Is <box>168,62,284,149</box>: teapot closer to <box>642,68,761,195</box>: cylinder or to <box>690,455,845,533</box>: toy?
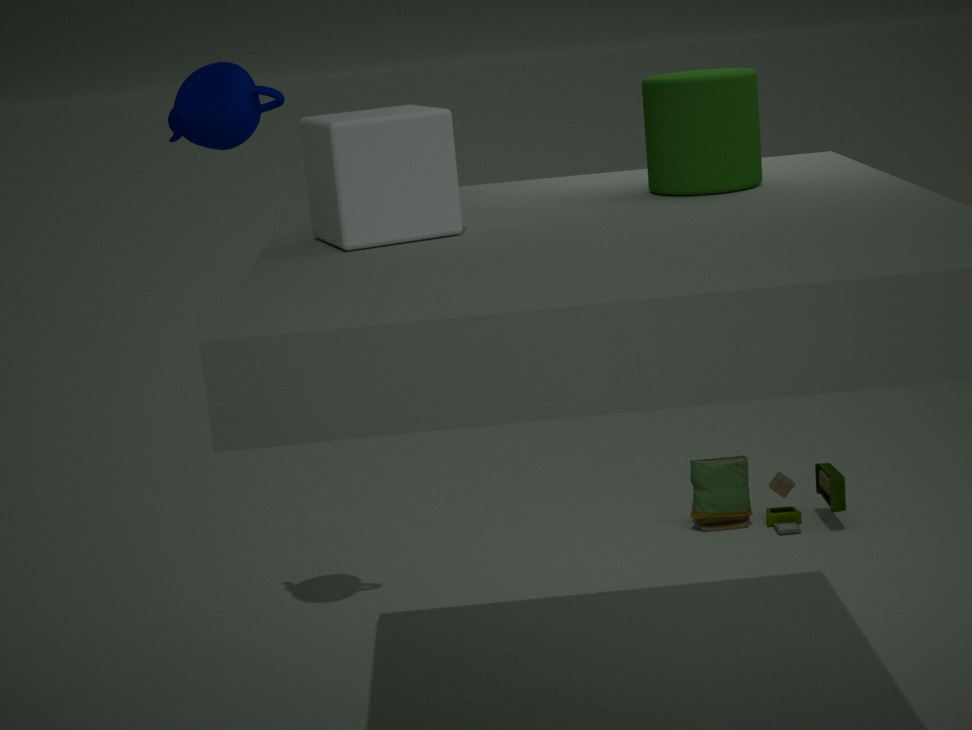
<box>642,68,761,195</box>: cylinder
